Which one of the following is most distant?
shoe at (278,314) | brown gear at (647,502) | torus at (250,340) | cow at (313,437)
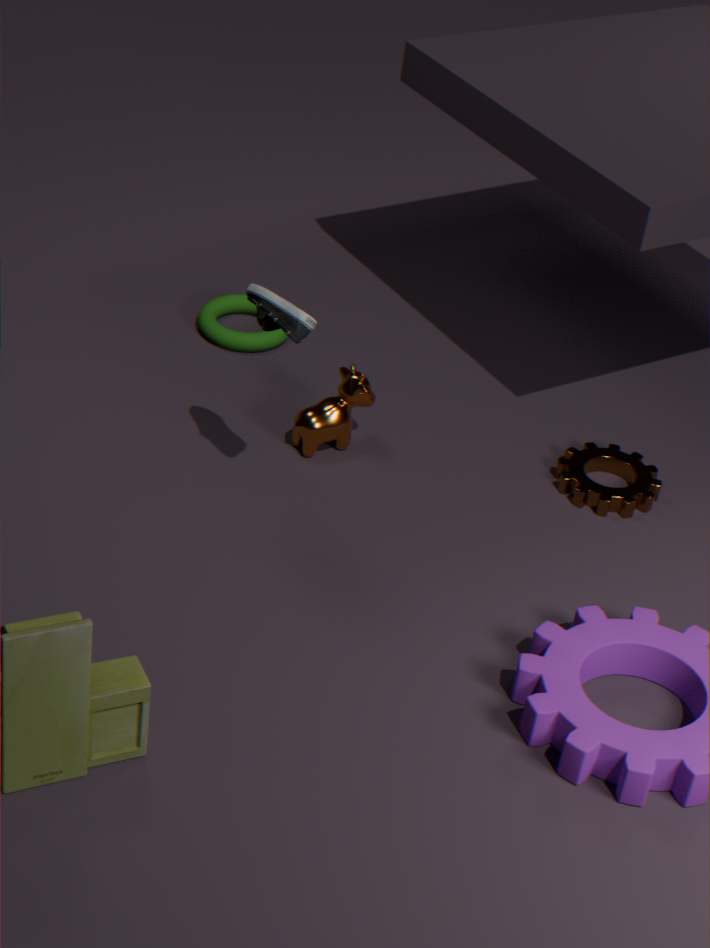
torus at (250,340)
